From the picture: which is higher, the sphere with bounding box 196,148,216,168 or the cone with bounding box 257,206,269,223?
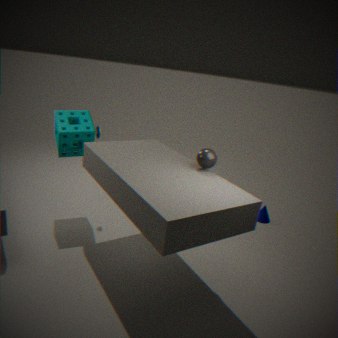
the sphere with bounding box 196,148,216,168
